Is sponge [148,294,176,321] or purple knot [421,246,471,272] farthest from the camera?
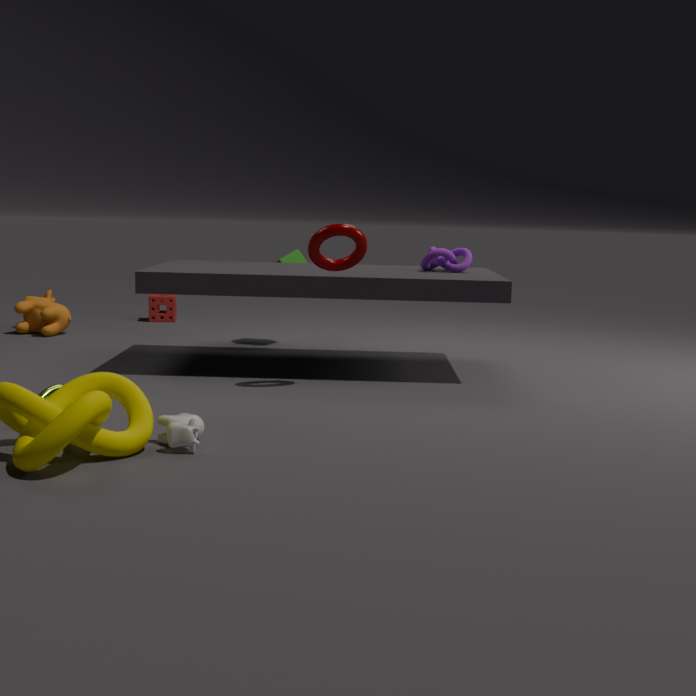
sponge [148,294,176,321]
